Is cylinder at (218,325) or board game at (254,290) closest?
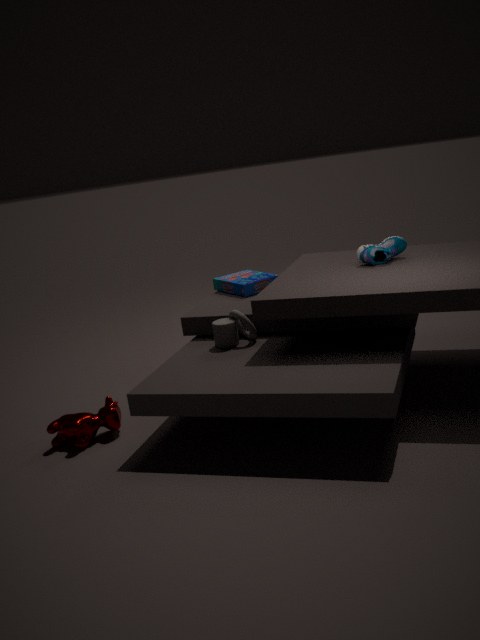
cylinder at (218,325)
